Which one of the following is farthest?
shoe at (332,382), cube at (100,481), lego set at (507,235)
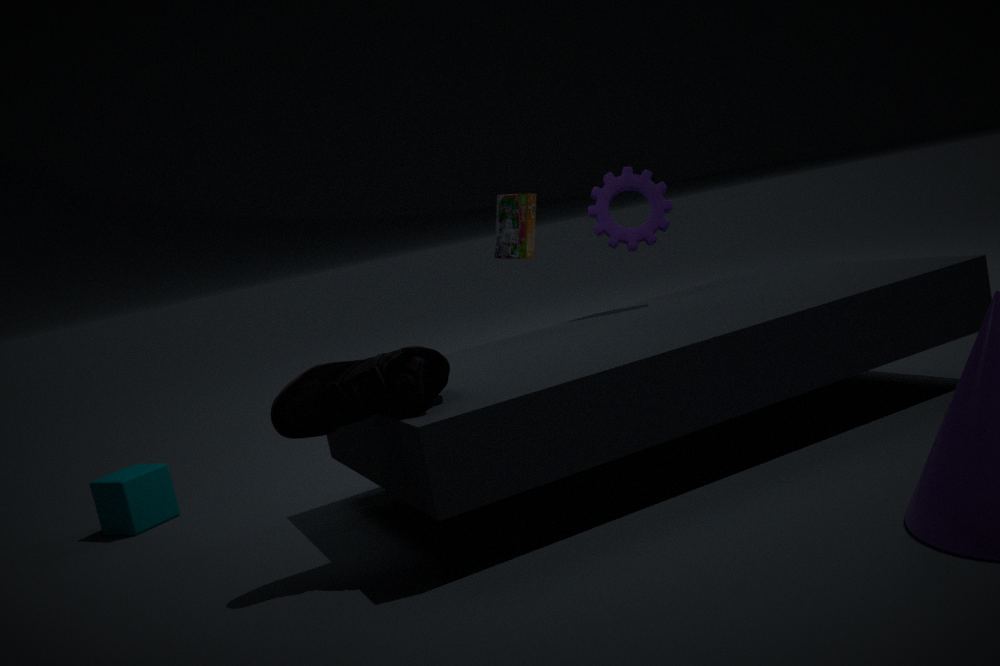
lego set at (507,235)
